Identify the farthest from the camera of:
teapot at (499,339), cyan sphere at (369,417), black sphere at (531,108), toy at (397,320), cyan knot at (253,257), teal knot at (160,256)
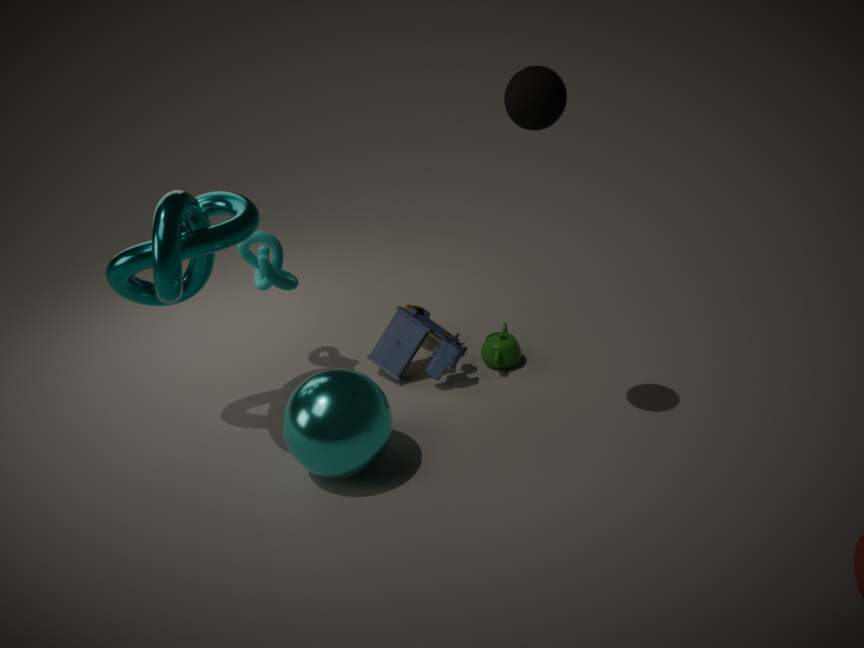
teapot at (499,339)
